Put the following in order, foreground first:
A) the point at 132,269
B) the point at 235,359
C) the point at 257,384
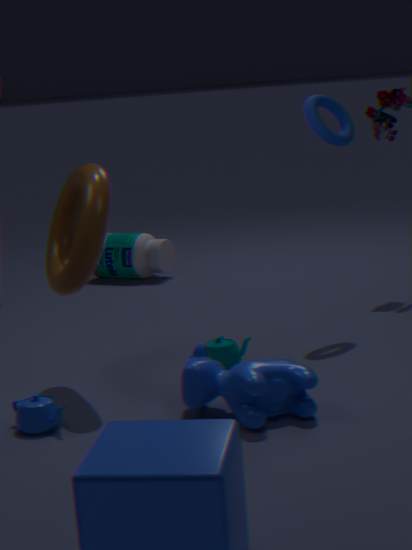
C. the point at 257,384 < B. the point at 235,359 < A. the point at 132,269
